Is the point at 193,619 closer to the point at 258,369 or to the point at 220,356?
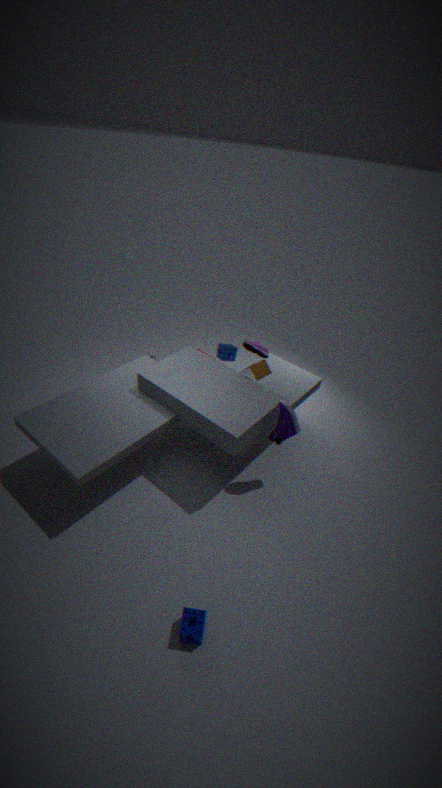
the point at 258,369
